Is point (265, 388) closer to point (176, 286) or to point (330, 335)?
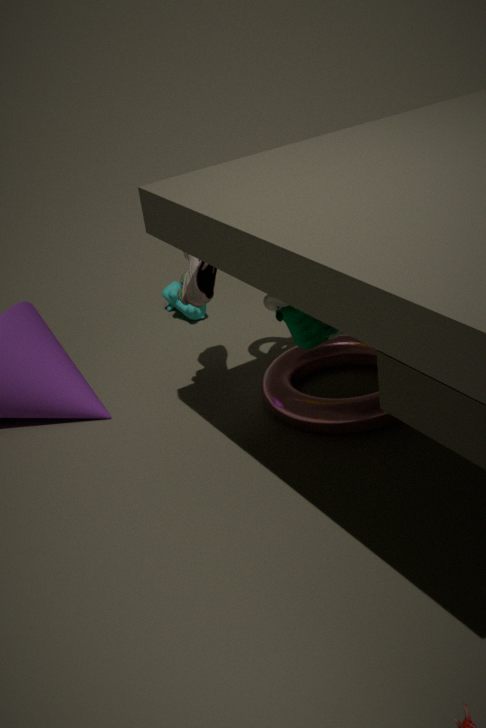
point (330, 335)
